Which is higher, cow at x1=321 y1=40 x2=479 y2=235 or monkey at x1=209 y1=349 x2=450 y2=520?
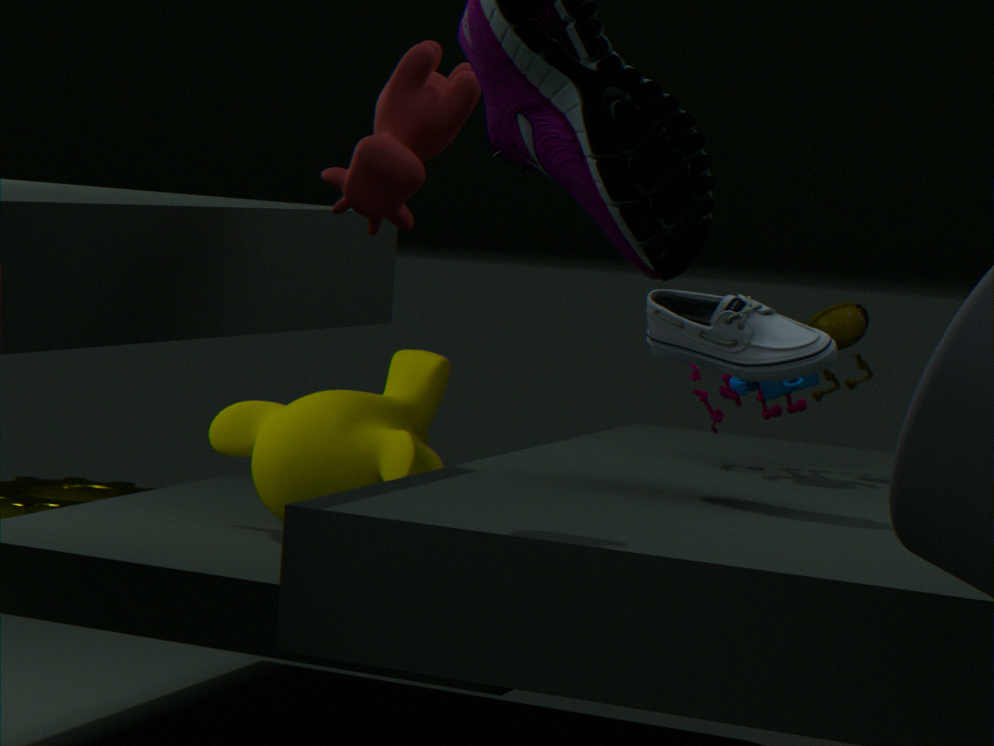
cow at x1=321 y1=40 x2=479 y2=235
